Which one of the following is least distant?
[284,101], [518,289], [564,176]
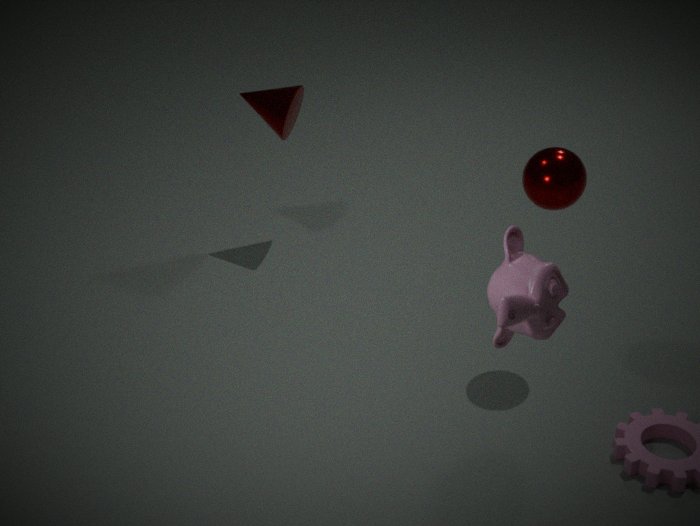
[518,289]
